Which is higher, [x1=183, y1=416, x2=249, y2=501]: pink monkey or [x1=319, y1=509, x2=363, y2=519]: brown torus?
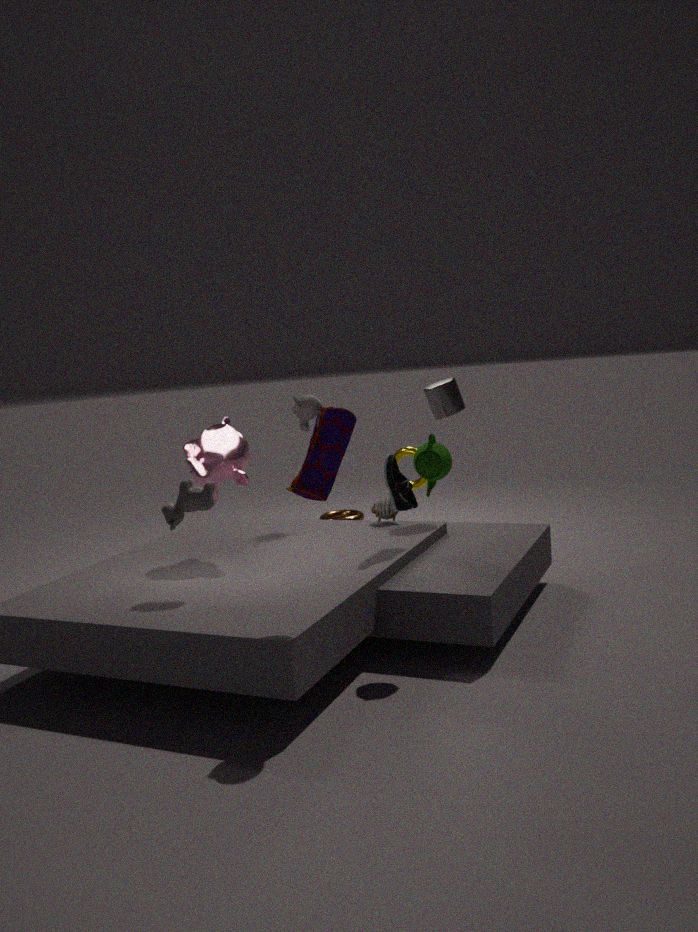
[x1=183, y1=416, x2=249, y2=501]: pink monkey
